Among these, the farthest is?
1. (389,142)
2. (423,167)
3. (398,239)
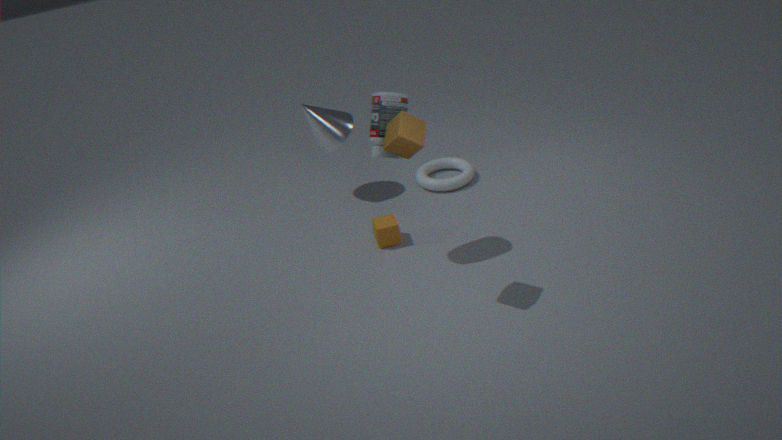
(423,167)
